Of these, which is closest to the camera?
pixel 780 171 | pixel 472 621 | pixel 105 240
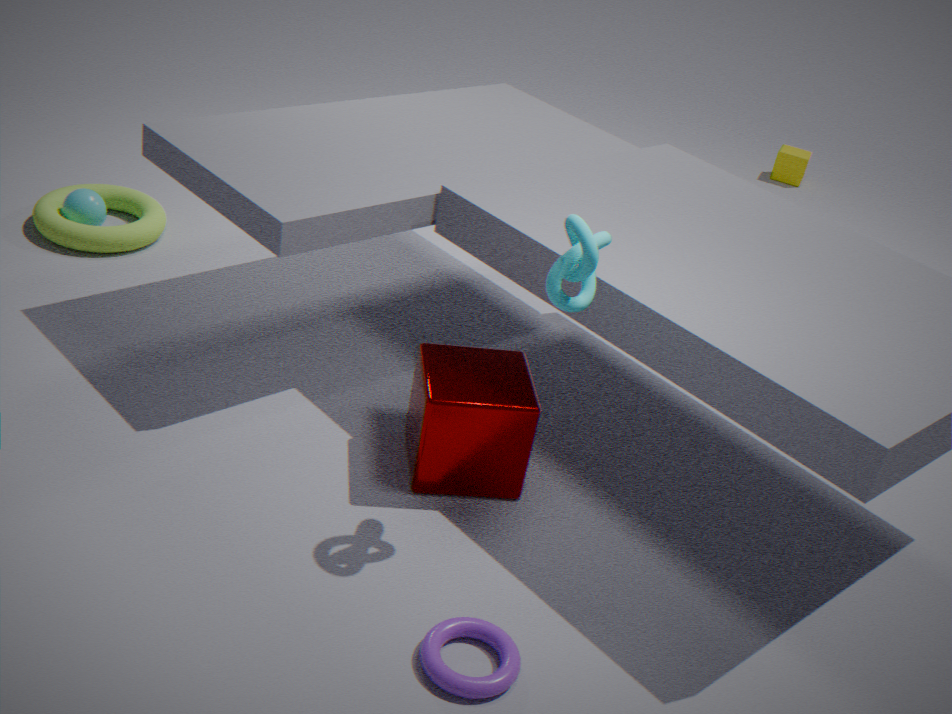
pixel 472 621
